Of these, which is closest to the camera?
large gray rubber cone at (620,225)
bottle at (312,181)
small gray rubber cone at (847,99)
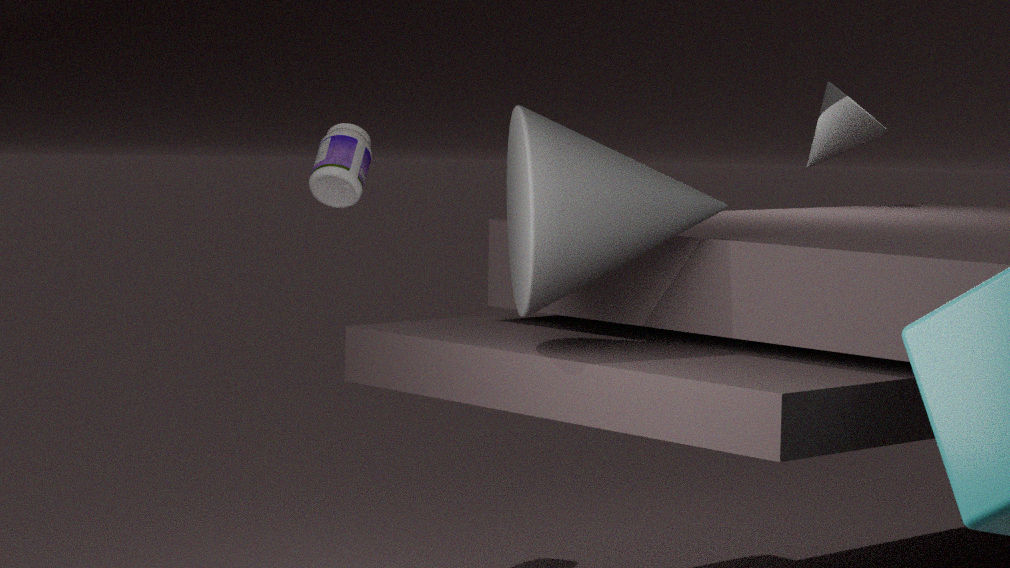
large gray rubber cone at (620,225)
